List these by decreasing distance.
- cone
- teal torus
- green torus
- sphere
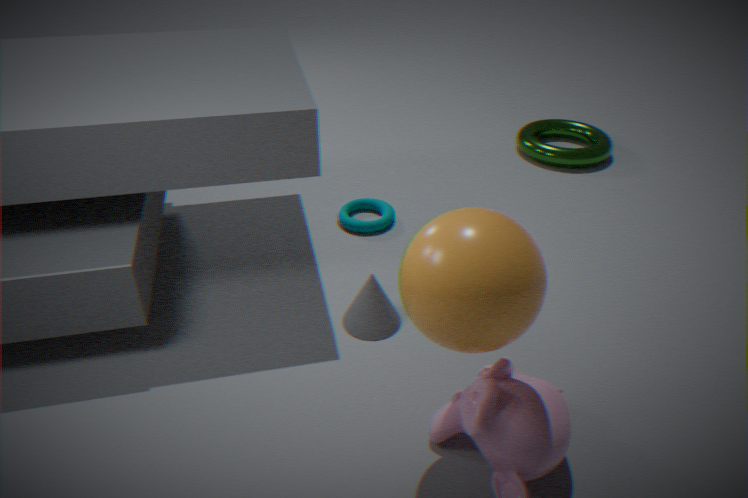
green torus → teal torus → cone → sphere
